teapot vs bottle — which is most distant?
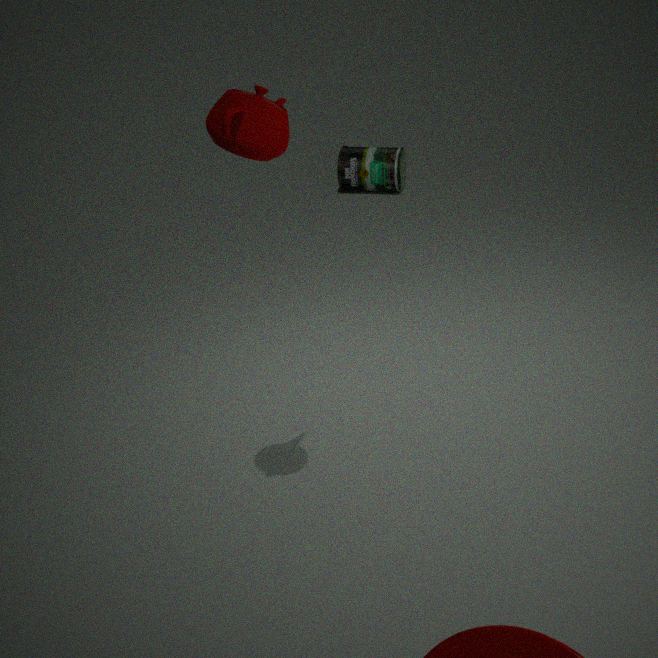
bottle
